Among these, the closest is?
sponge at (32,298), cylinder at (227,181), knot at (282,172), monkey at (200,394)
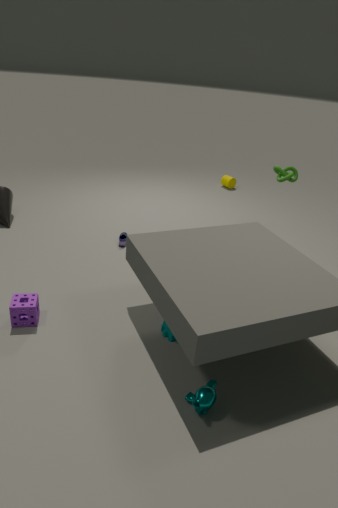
monkey at (200,394)
